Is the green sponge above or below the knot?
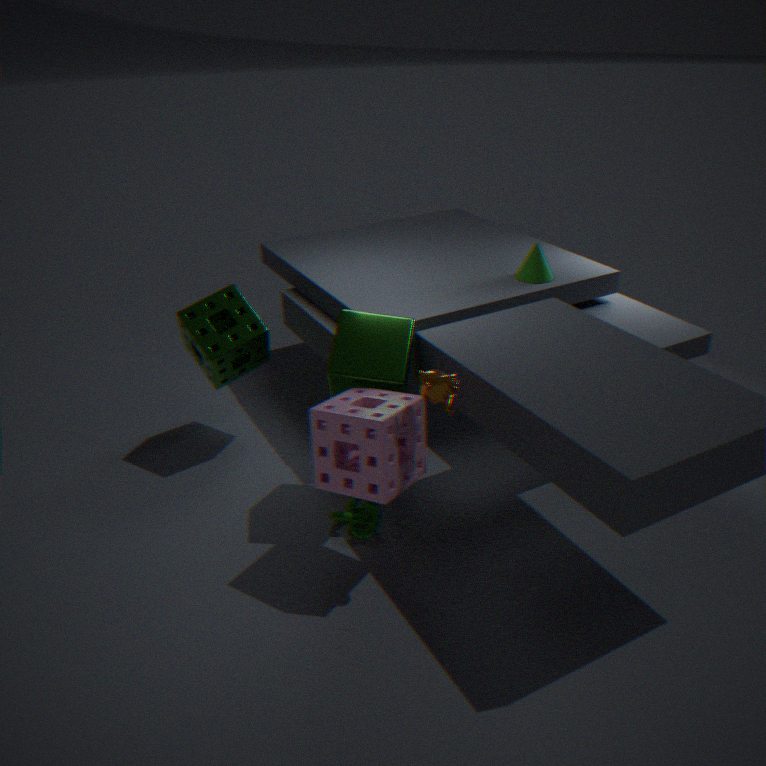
above
